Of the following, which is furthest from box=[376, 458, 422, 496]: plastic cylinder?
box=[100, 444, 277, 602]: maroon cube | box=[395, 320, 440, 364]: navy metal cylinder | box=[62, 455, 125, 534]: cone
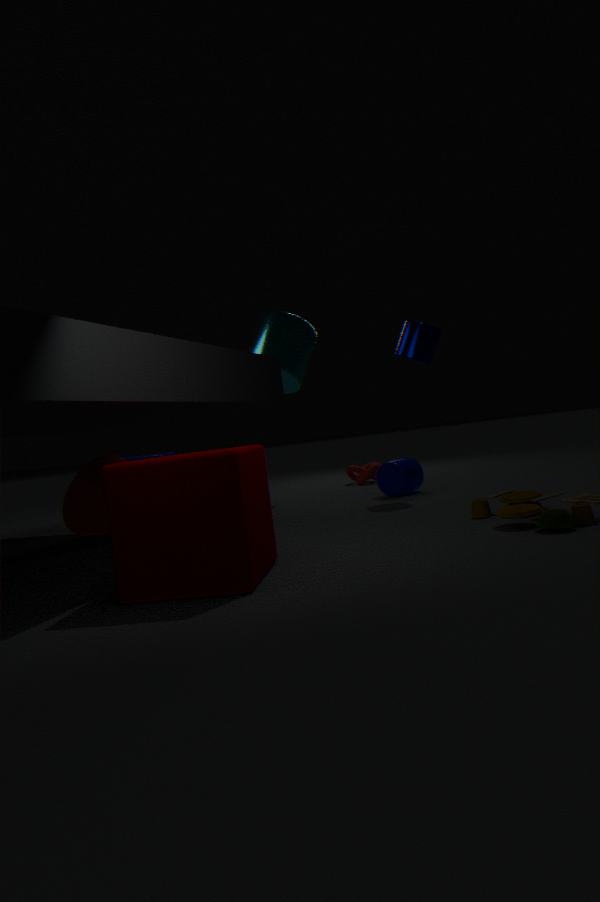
box=[100, 444, 277, 602]: maroon cube
